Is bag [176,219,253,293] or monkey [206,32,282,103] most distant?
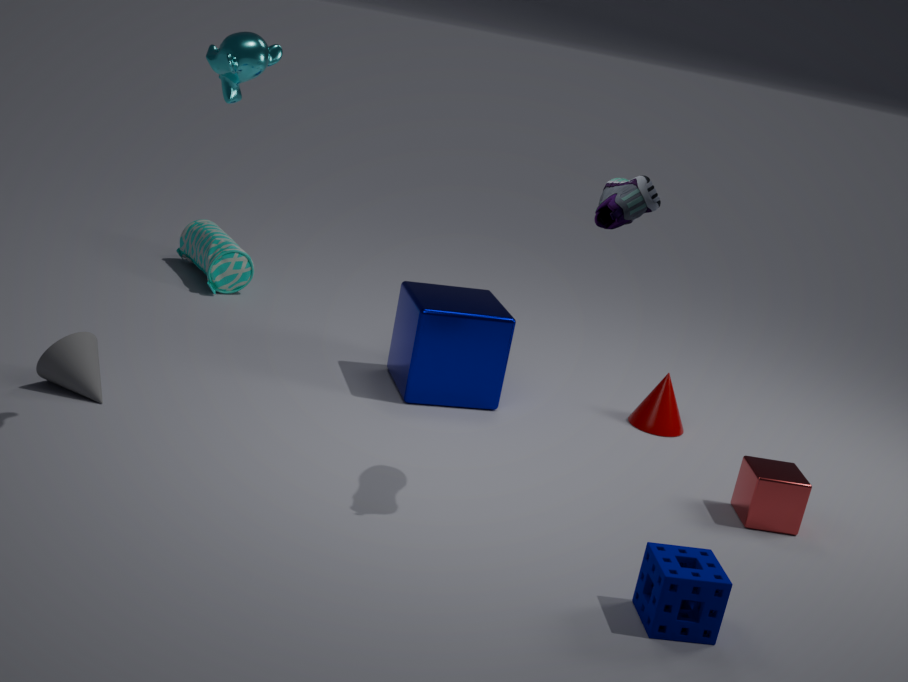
bag [176,219,253,293]
